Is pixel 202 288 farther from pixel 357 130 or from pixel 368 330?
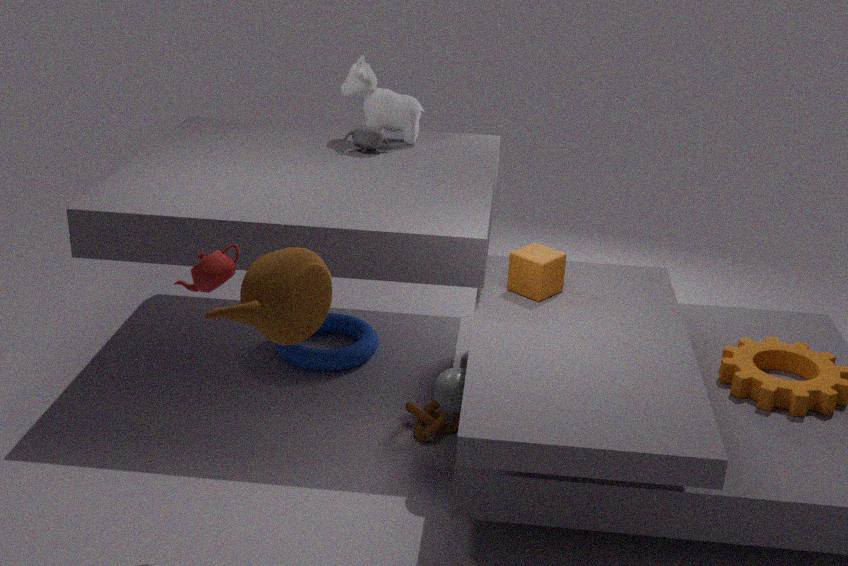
pixel 357 130
